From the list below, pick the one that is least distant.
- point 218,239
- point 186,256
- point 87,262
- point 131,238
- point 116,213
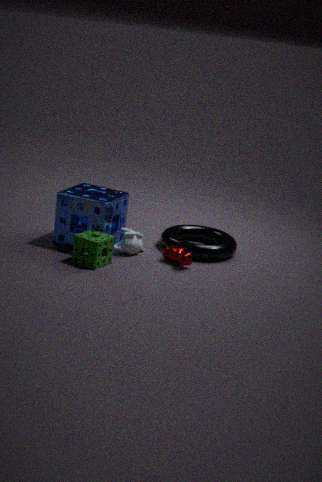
point 87,262
